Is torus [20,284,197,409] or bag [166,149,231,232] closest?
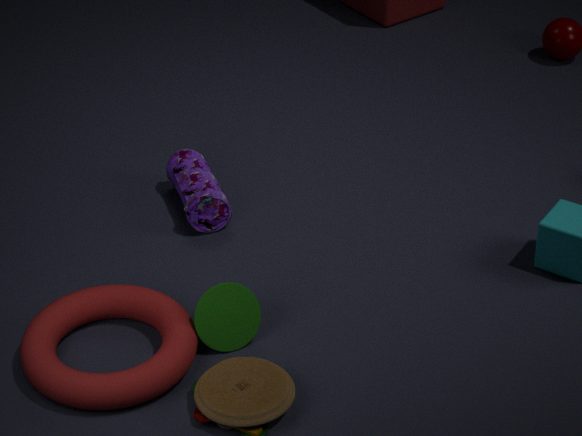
torus [20,284,197,409]
